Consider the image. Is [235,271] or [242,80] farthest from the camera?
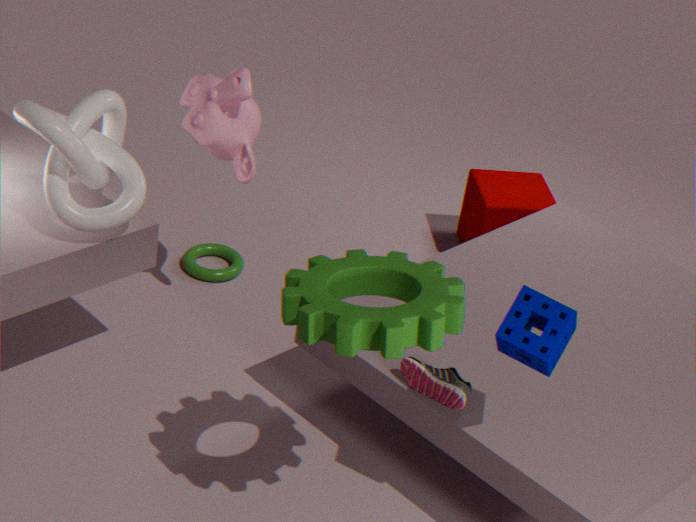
[235,271]
